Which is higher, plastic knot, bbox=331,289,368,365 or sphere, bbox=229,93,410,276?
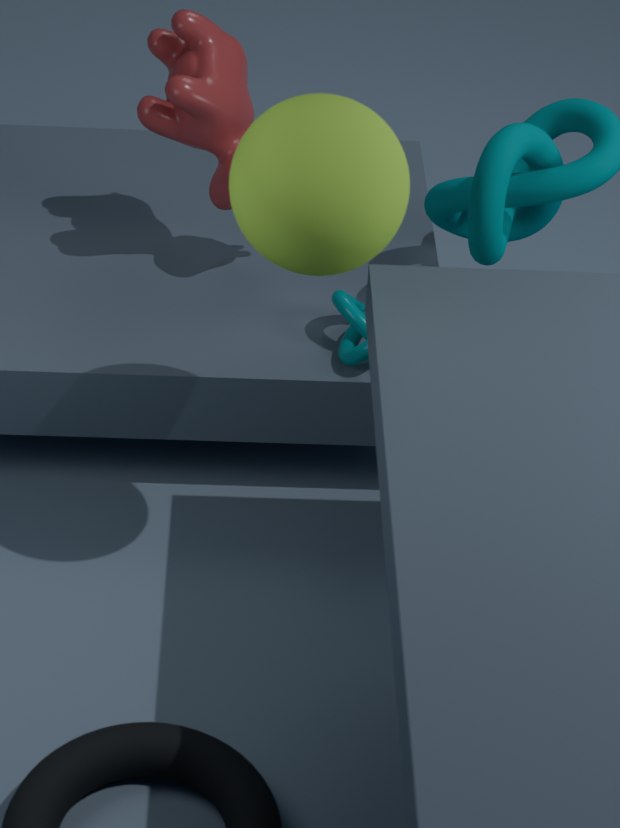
sphere, bbox=229,93,410,276
